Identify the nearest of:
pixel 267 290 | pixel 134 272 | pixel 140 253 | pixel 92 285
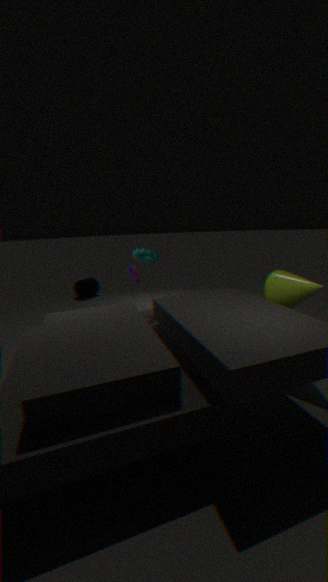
pixel 267 290
